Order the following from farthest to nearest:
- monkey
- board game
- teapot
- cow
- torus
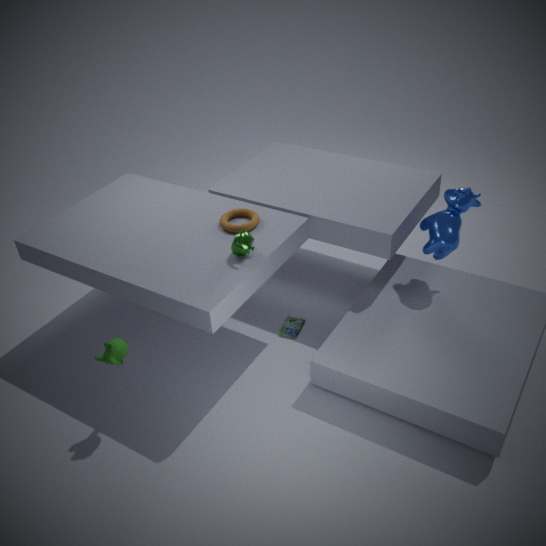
board game < cow < torus < teapot < monkey
